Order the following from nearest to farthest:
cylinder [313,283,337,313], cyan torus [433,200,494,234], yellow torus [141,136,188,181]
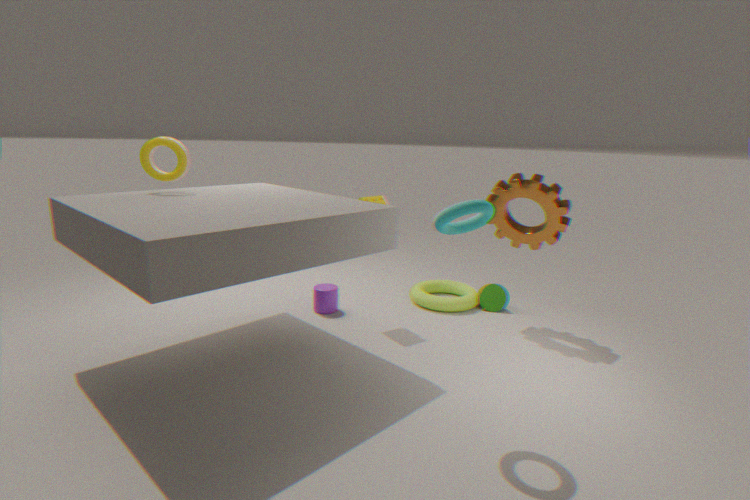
cyan torus [433,200,494,234]
yellow torus [141,136,188,181]
cylinder [313,283,337,313]
